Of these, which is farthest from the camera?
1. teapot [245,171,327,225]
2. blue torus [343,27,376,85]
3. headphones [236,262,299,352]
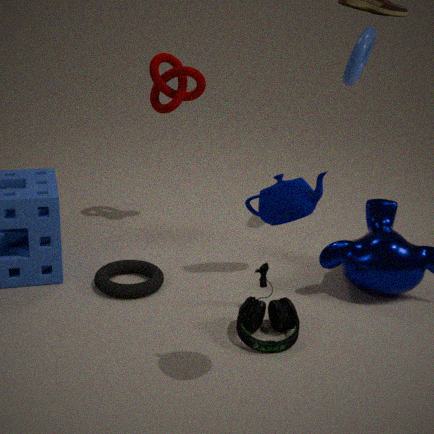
blue torus [343,27,376,85]
